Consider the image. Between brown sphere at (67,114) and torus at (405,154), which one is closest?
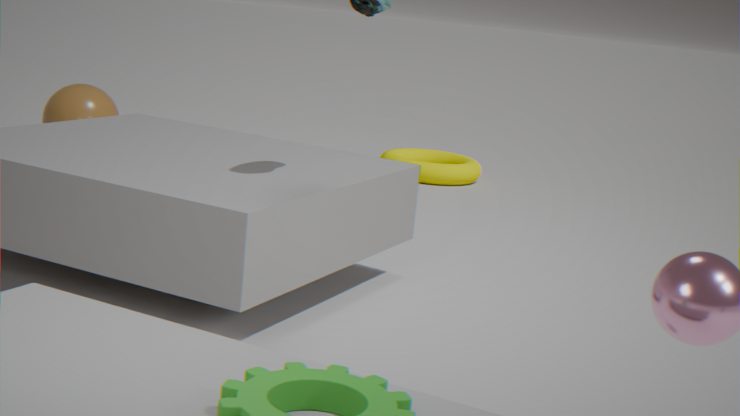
brown sphere at (67,114)
